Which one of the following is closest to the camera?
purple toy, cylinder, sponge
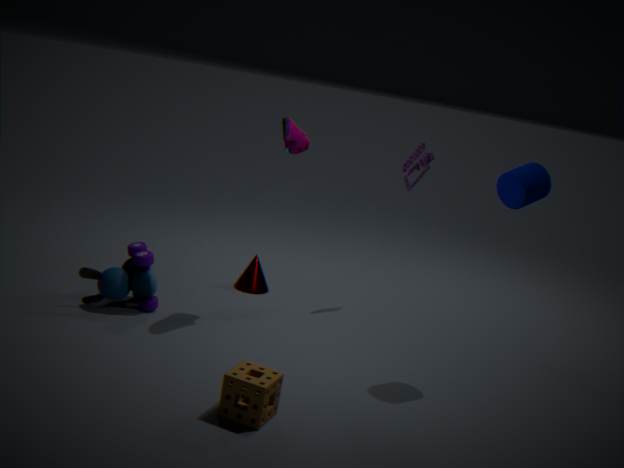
sponge
